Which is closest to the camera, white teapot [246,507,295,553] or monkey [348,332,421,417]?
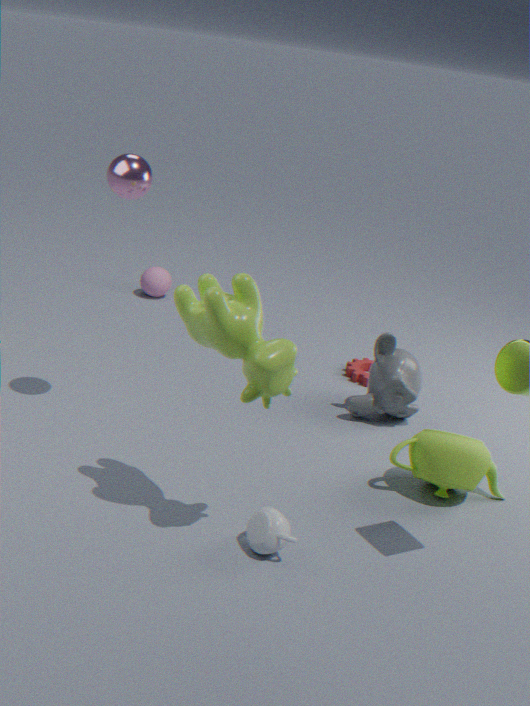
white teapot [246,507,295,553]
